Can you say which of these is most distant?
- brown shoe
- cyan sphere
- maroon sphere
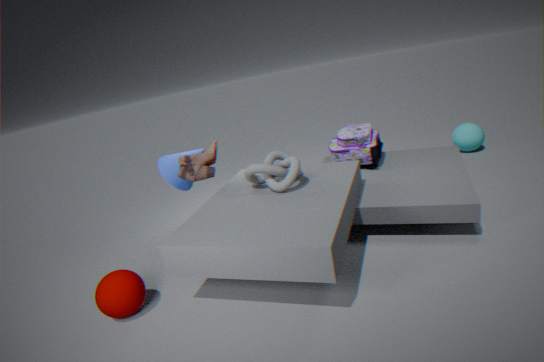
cyan sphere
